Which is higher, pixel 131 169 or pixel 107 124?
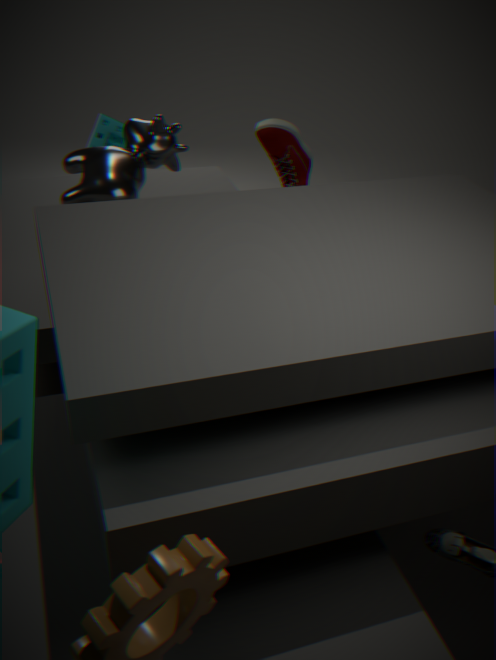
pixel 131 169
